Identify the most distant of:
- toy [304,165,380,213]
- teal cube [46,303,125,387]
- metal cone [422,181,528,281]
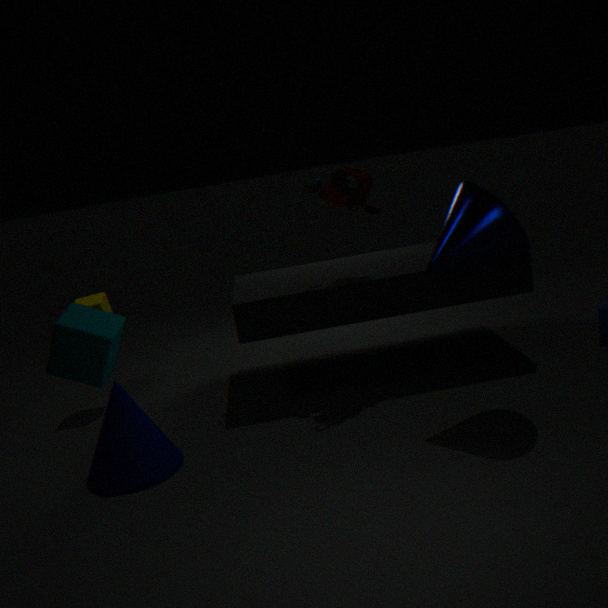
toy [304,165,380,213]
